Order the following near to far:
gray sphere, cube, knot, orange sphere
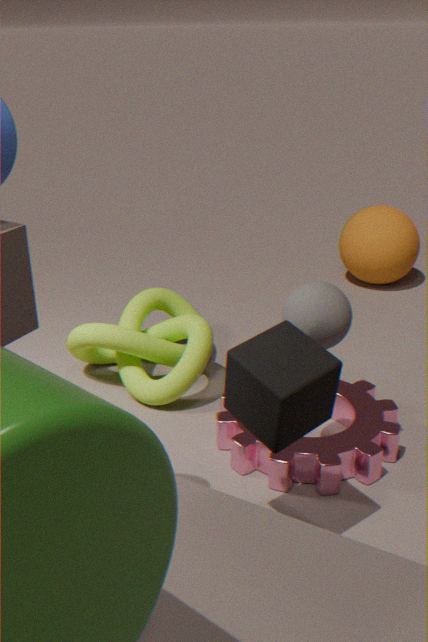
cube → gray sphere → knot → orange sphere
